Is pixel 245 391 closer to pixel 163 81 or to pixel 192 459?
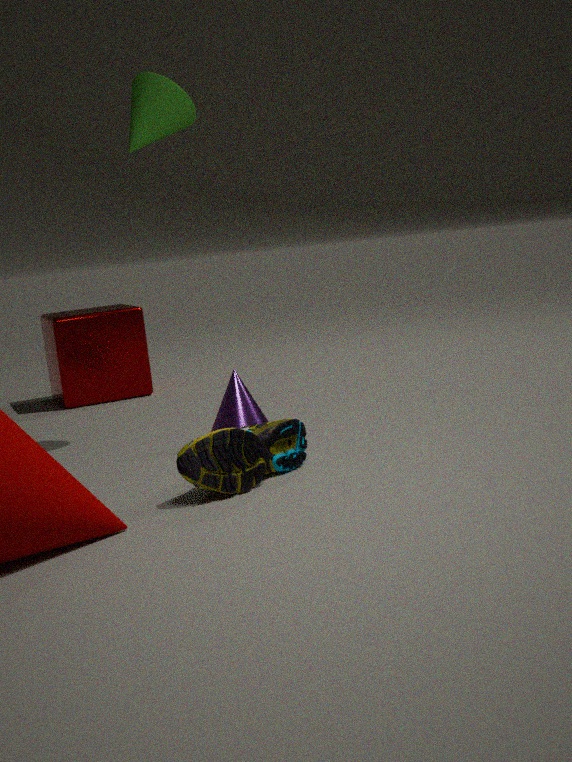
pixel 192 459
